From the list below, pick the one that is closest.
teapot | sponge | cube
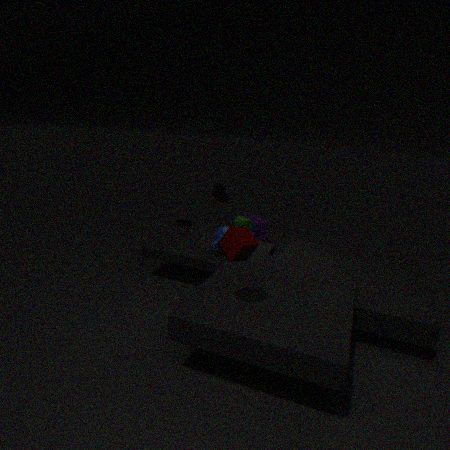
cube
